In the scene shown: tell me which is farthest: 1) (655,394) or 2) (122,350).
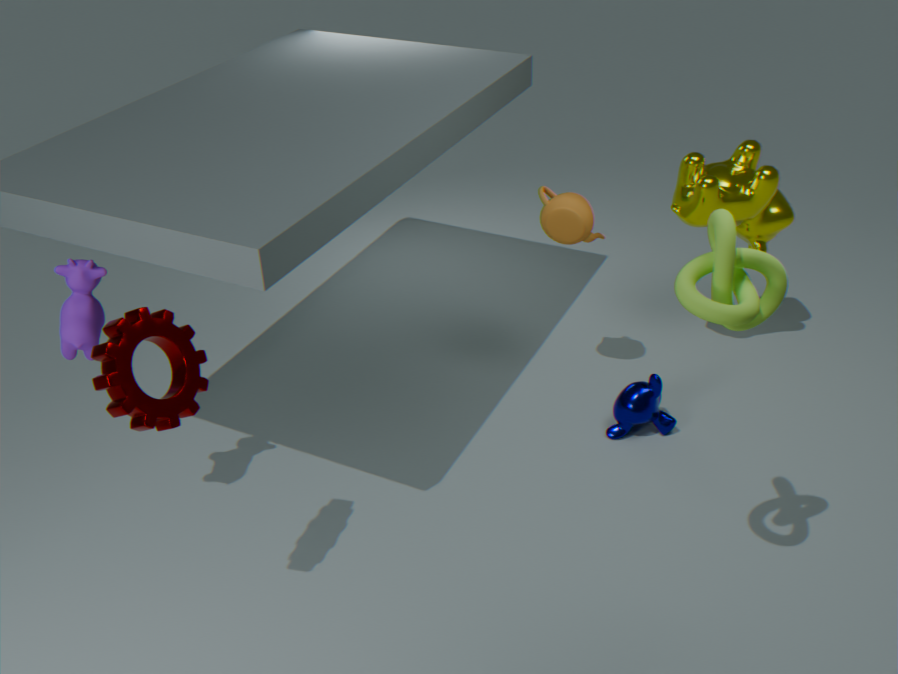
1. (655,394)
